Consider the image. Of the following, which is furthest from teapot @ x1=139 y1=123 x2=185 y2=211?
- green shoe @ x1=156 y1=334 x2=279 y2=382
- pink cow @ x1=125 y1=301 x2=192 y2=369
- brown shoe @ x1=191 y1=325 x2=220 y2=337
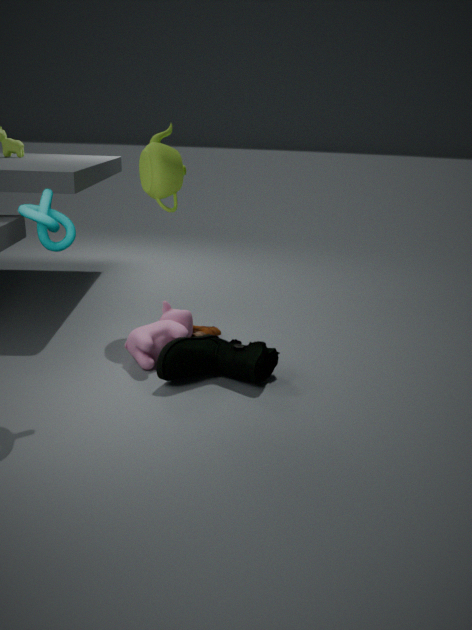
green shoe @ x1=156 y1=334 x2=279 y2=382
